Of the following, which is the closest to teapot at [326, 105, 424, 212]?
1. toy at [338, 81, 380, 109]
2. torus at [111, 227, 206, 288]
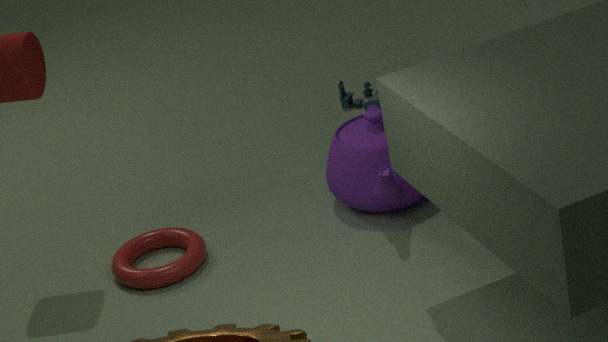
toy at [338, 81, 380, 109]
